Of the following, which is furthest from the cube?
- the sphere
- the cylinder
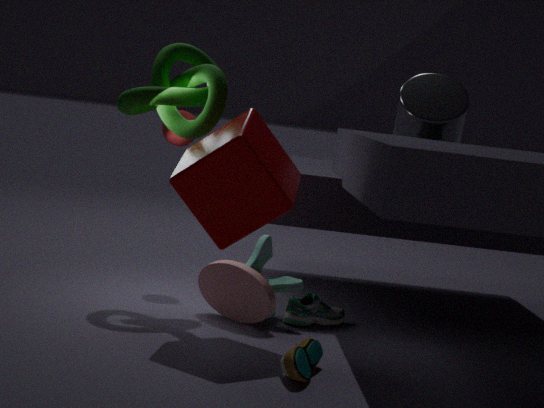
the cylinder
